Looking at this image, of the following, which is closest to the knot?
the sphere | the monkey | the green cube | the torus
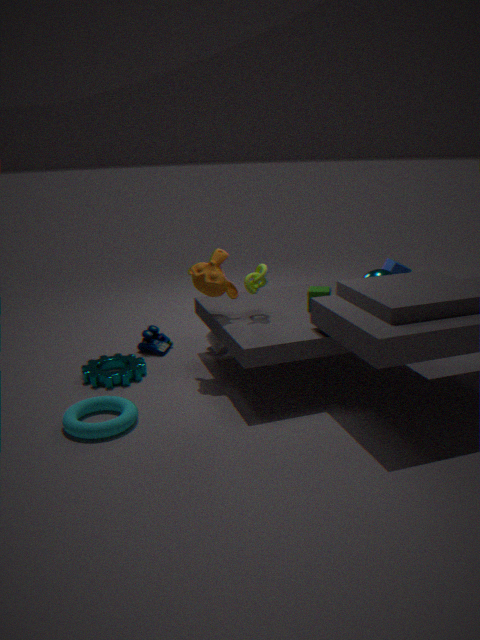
the monkey
